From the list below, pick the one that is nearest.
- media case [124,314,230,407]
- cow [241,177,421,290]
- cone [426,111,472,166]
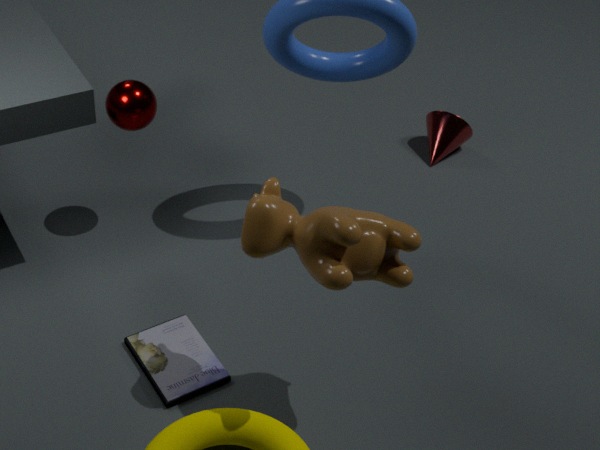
cow [241,177,421,290]
